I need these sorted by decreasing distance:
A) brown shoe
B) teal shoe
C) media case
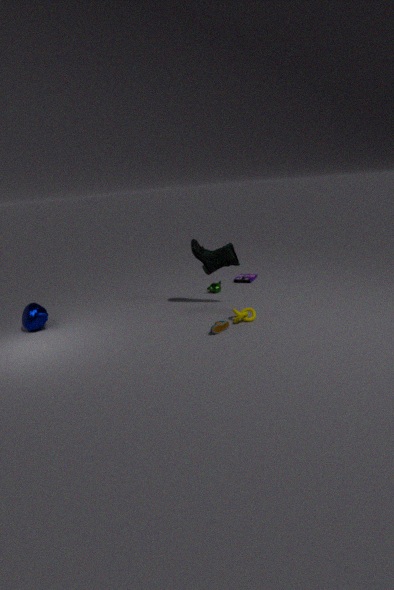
C < B < A
